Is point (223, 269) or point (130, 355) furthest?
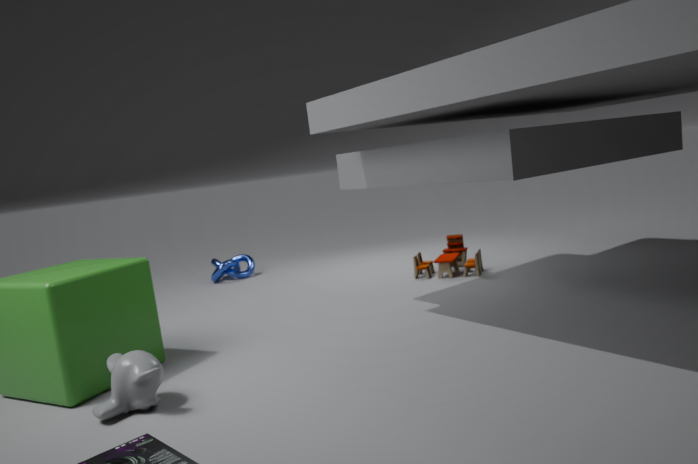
point (223, 269)
